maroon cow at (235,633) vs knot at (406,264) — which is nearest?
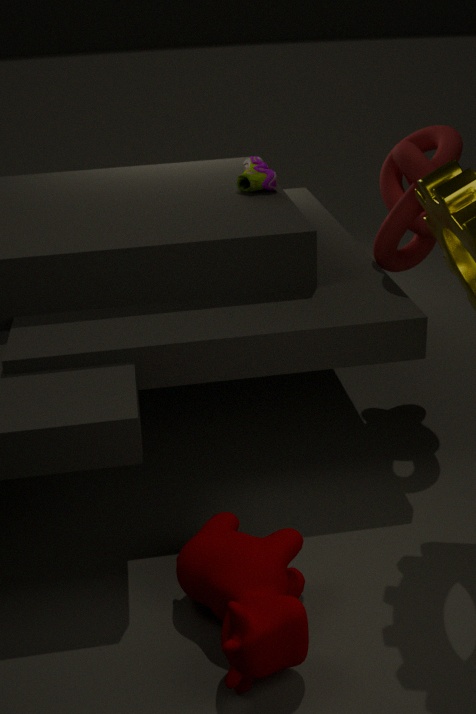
maroon cow at (235,633)
